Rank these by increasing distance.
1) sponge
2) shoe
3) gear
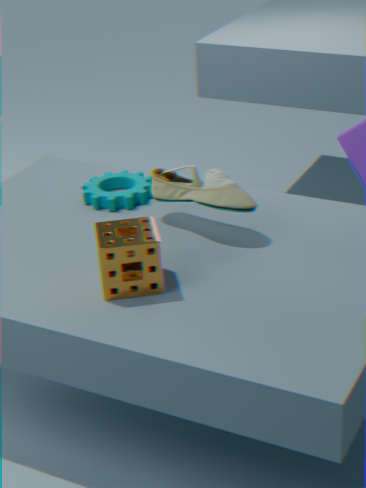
1. sponge → 2. shoe → 3. gear
